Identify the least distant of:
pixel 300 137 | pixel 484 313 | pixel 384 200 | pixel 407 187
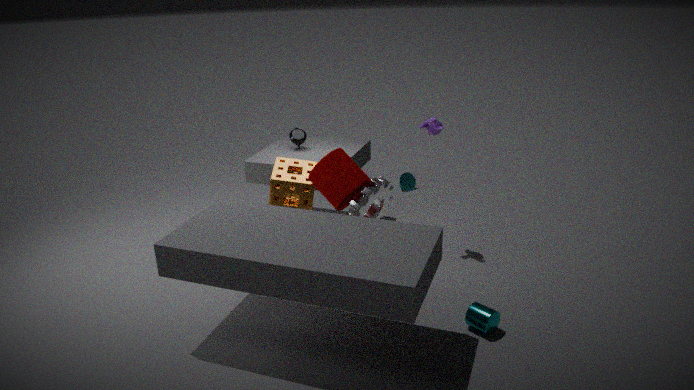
pixel 484 313
